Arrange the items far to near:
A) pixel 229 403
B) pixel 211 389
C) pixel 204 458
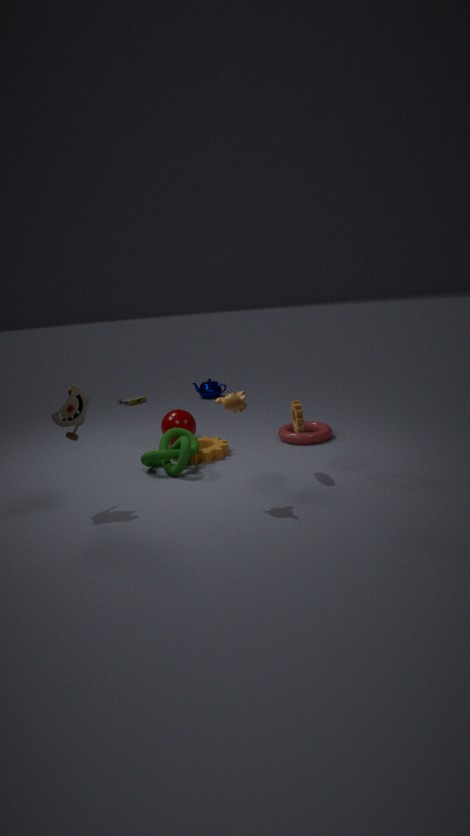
pixel 211 389
pixel 204 458
pixel 229 403
